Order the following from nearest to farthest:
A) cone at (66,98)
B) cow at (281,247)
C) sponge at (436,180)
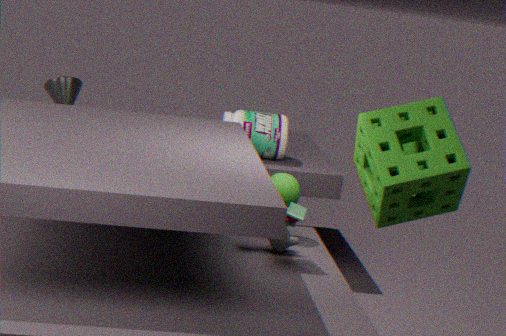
1. sponge at (436,180)
2. cow at (281,247)
3. cone at (66,98)
